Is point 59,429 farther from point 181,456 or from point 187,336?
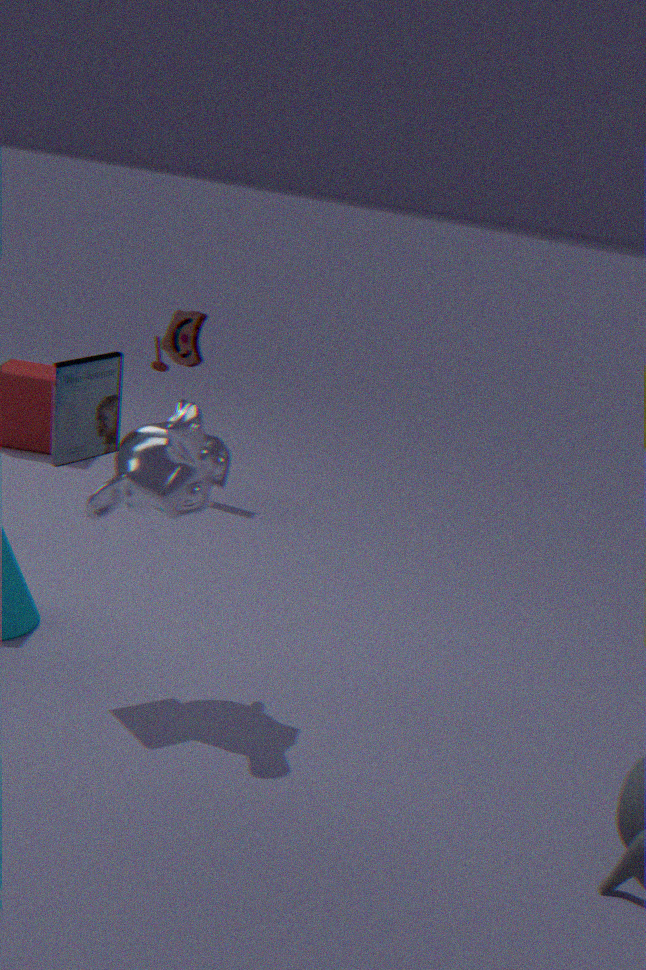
point 187,336
